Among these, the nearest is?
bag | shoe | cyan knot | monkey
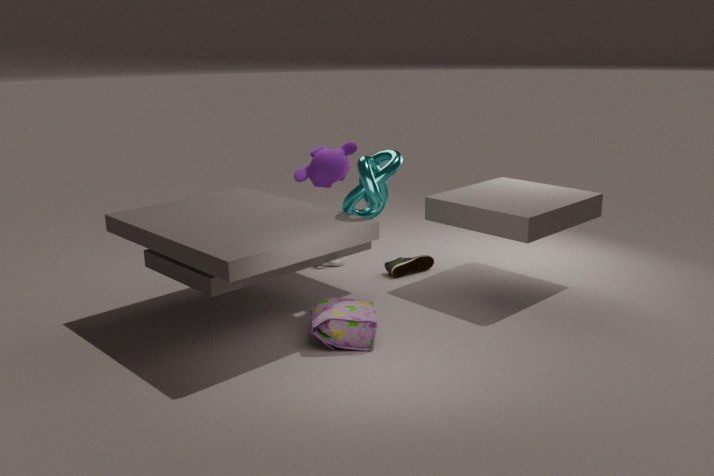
bag
